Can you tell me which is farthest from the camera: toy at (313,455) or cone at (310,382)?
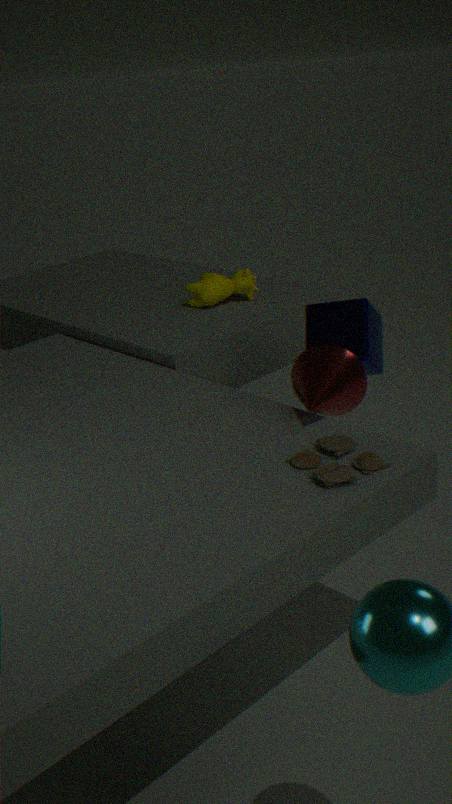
cone at (310,382)
